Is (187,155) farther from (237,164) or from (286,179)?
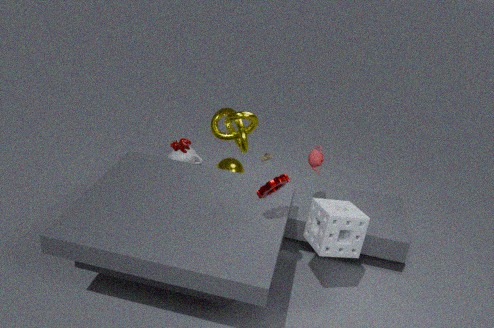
(286,179)
